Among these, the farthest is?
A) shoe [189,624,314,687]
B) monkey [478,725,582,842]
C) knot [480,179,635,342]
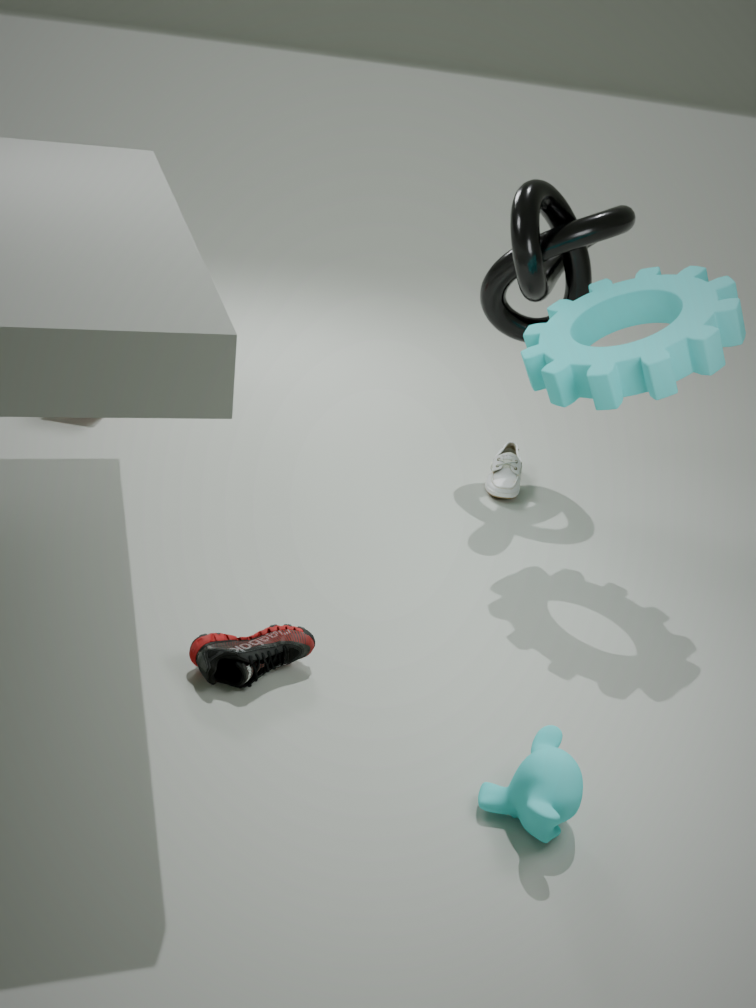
knot [480,179,635,342]
